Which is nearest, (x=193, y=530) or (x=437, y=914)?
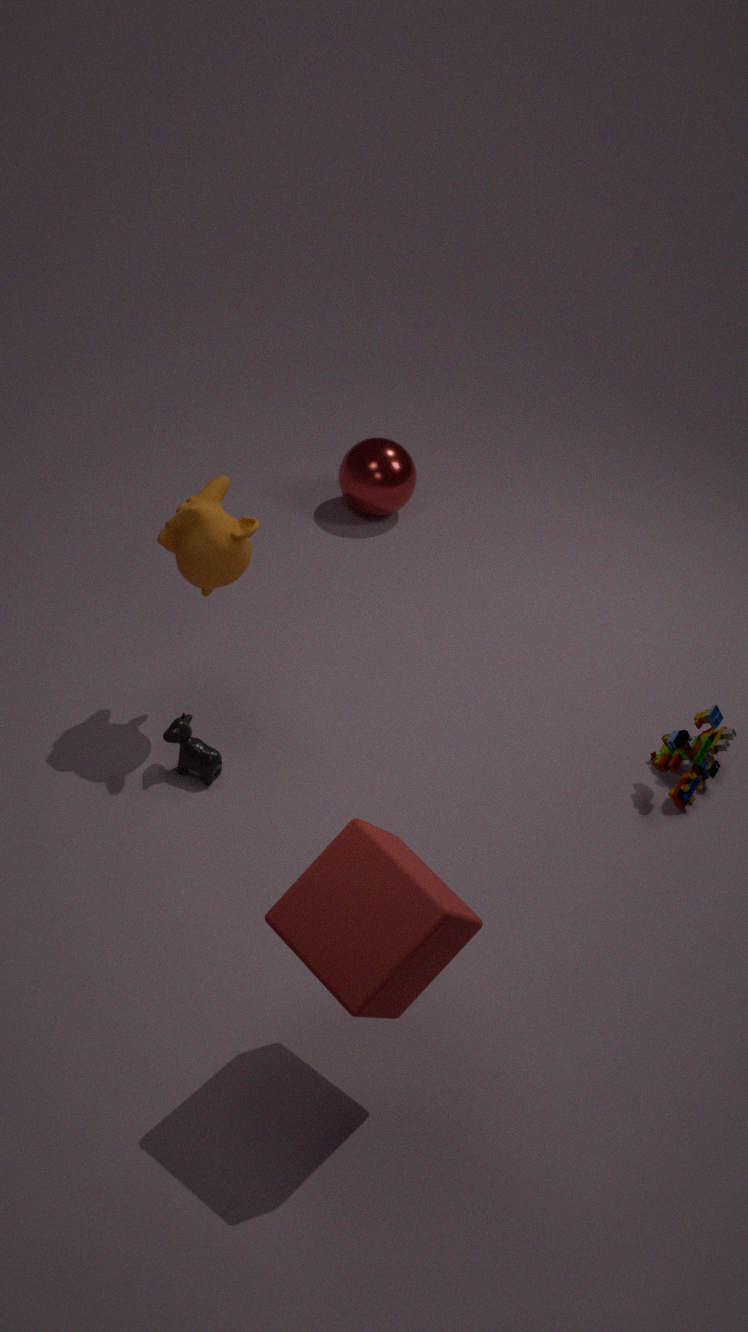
(x=437, y=914)
